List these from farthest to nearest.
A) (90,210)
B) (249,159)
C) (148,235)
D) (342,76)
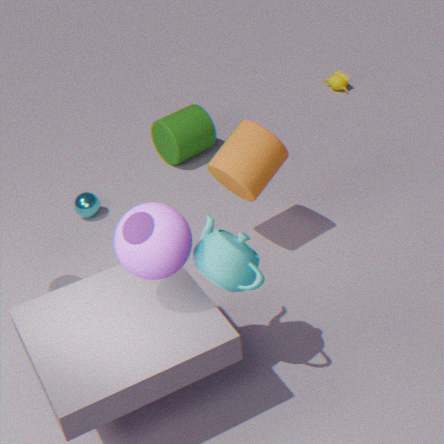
(342,76)
(90,210)
(249,159)
(148,235)
